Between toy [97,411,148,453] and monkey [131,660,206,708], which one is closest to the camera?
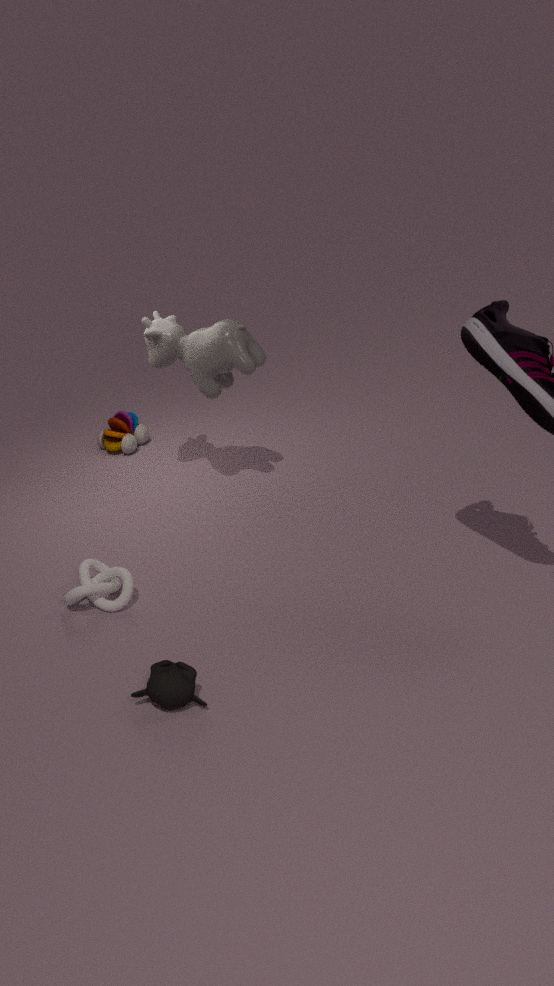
monkey [131,660,206,708]
